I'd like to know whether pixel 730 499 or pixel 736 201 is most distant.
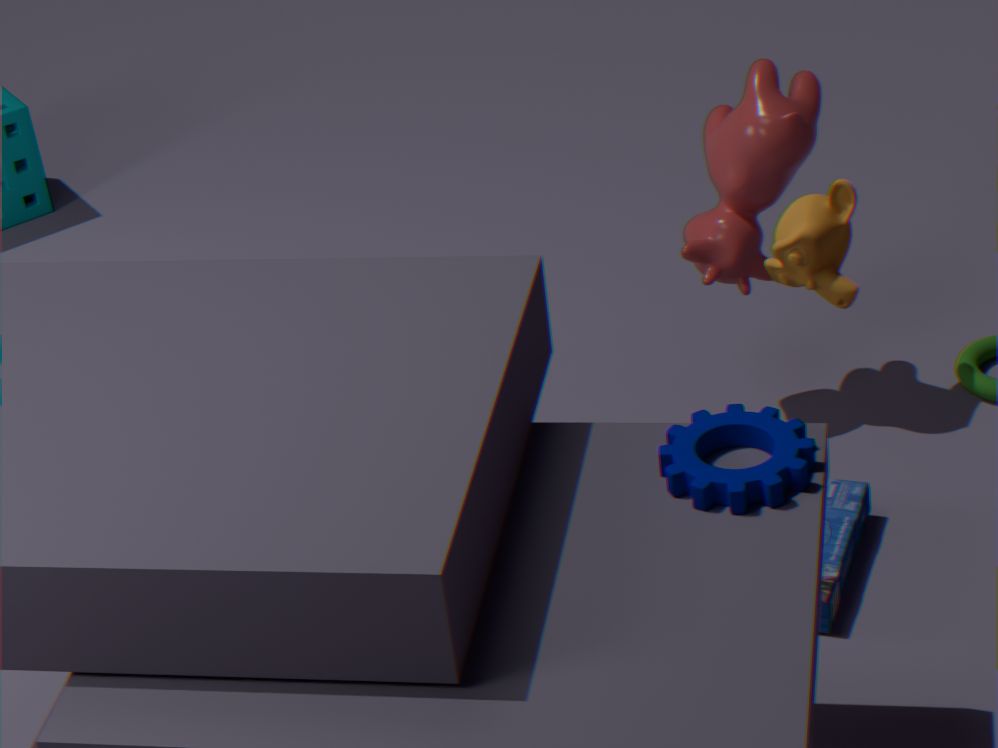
pixel 736 201
